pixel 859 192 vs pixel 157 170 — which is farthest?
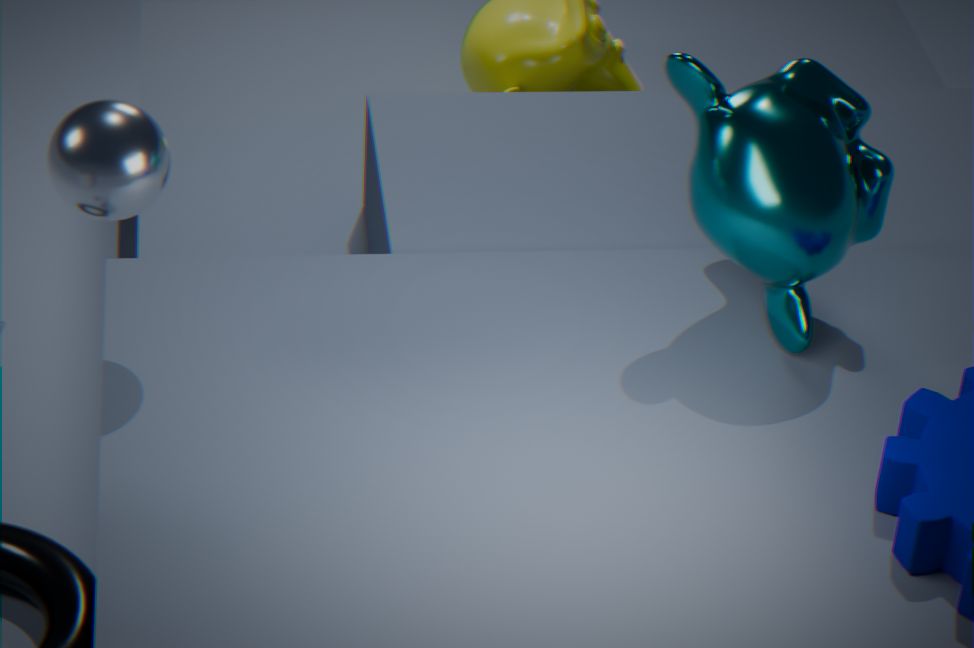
pixel 859 192
